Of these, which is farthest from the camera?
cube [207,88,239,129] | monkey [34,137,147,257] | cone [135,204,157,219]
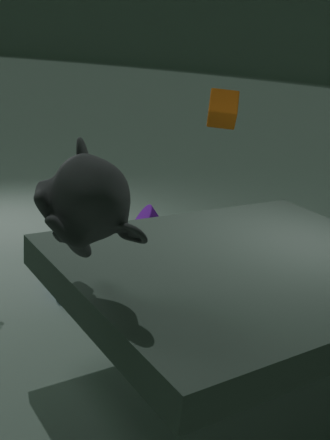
cone [135,204,157,219]
